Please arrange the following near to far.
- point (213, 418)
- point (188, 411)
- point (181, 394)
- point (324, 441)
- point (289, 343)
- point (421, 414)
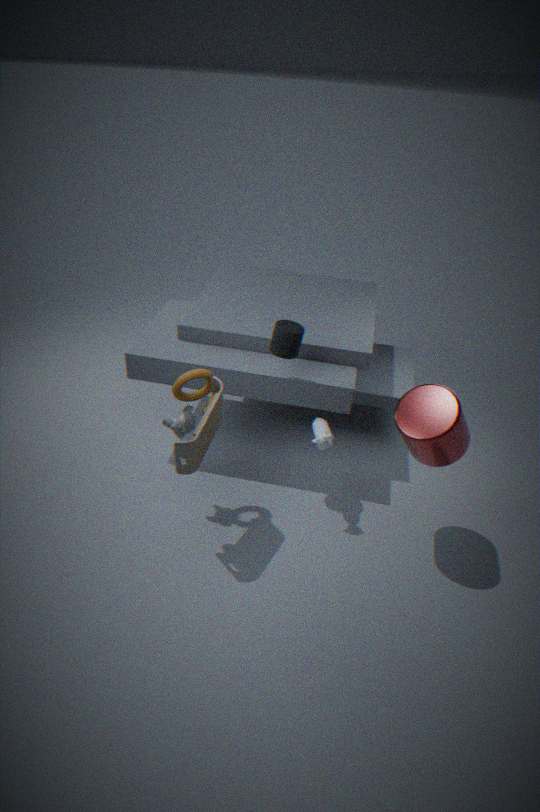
point (421, 414), point (213, 418), point (289, 343), point (181, 394), point (324, 441), point (188, 411)
